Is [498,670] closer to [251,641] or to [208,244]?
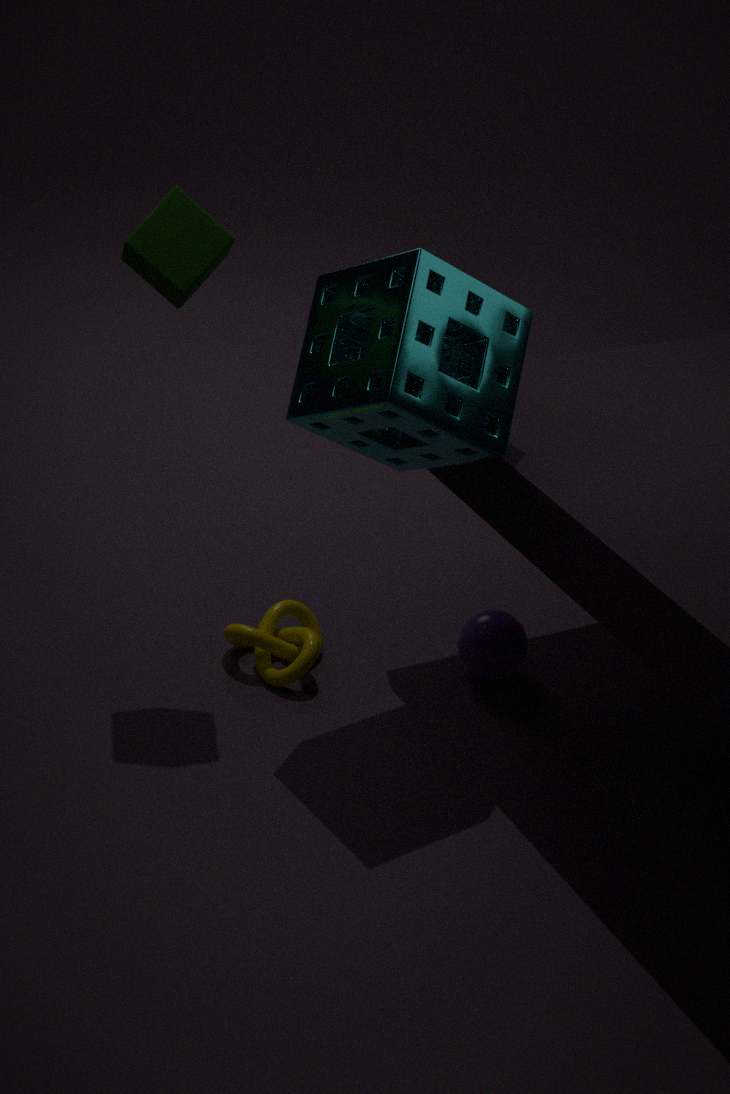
[251,641]
